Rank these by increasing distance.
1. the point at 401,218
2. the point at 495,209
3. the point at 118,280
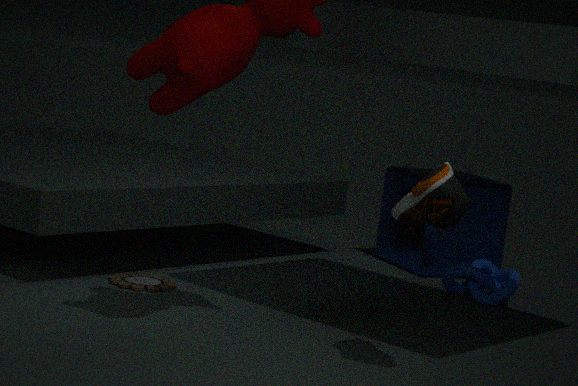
1. the point at 401,218
2. the point at 118,280
3. the point at 495,209
